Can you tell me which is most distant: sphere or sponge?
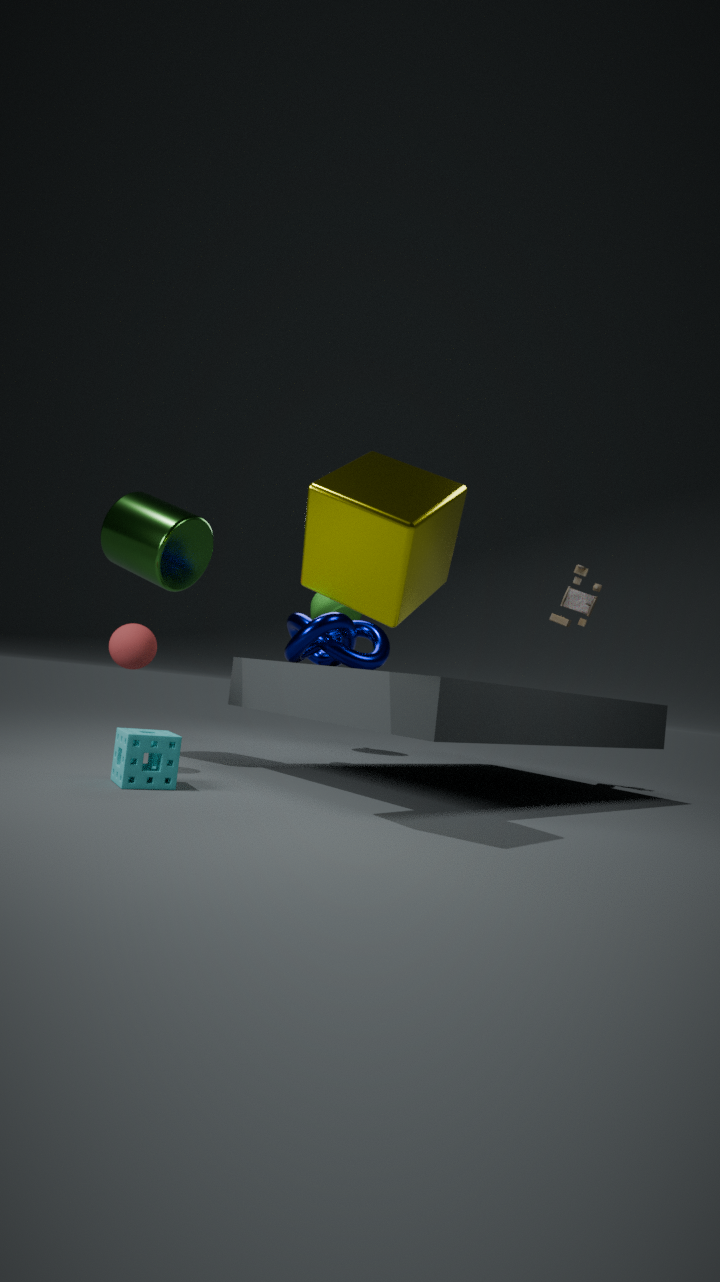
sphere
